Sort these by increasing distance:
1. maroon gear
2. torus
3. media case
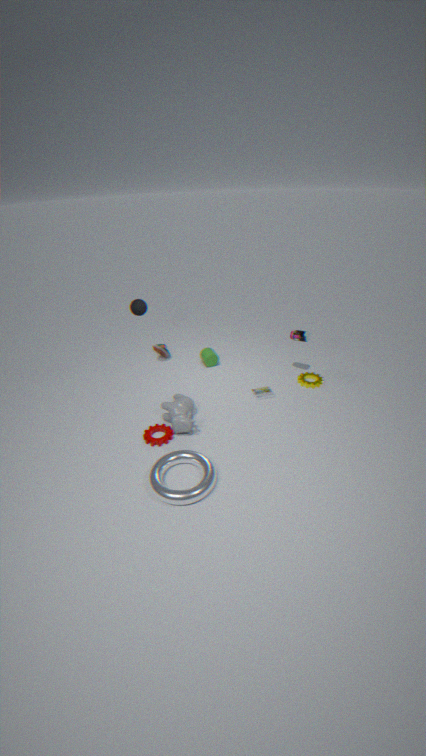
torus, maroon gear, media case
